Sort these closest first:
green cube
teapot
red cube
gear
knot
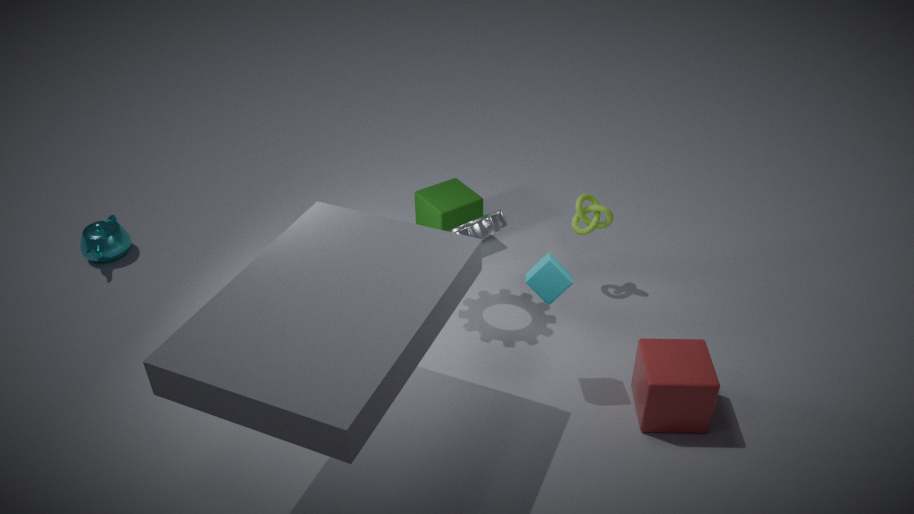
red cube < gear < knot < green cube < teapot
